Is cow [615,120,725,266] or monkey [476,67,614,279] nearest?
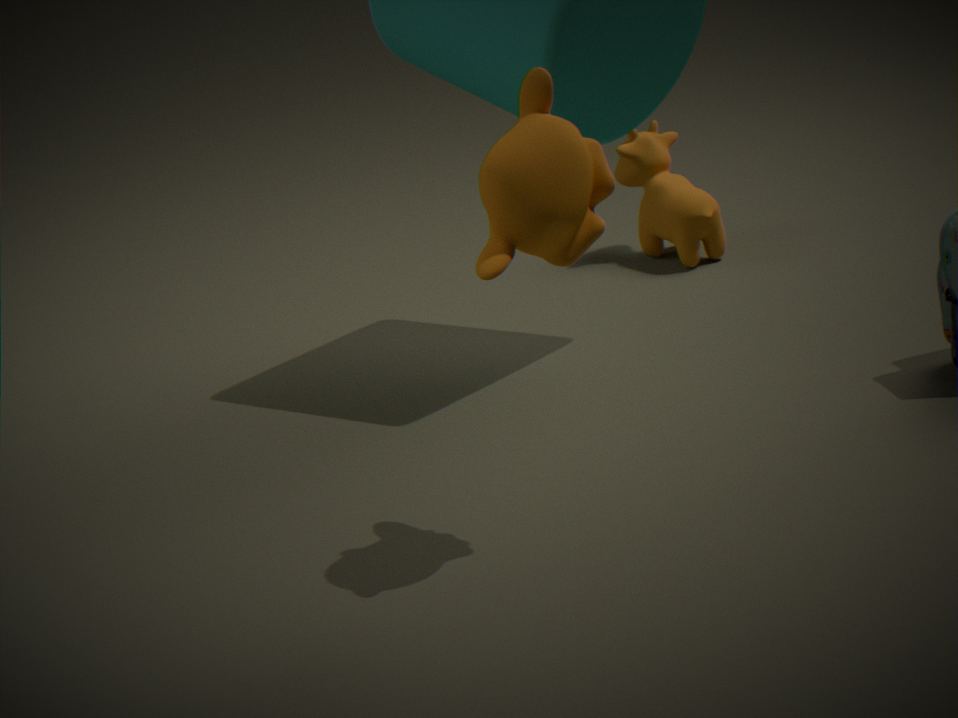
monkey [476,67,614,279]
